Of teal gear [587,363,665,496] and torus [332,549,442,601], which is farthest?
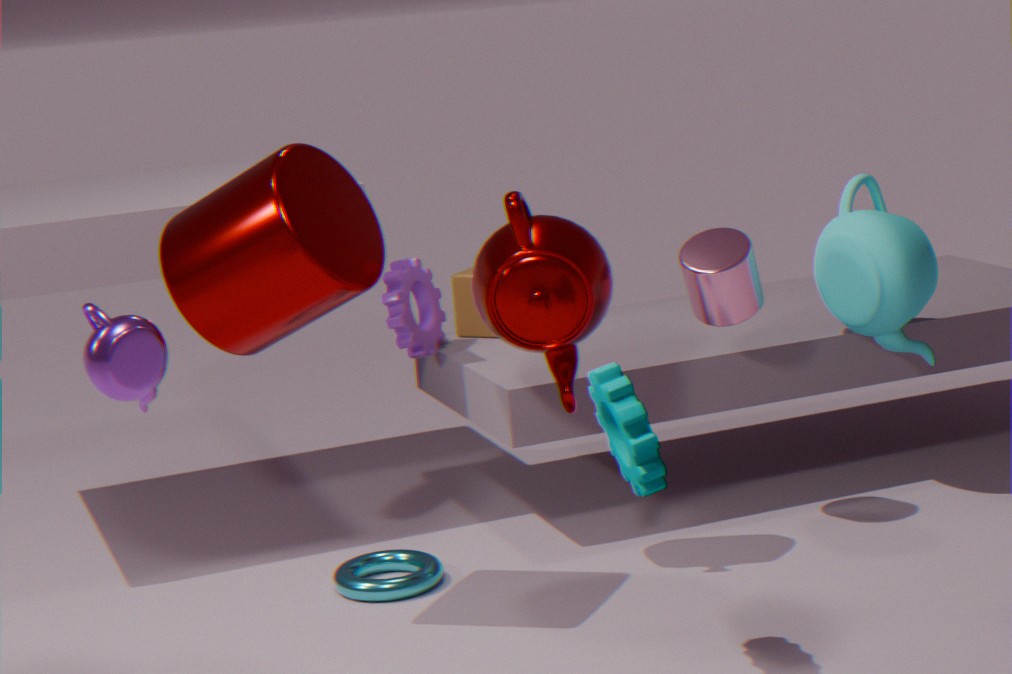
torus [332,549,442,601]
